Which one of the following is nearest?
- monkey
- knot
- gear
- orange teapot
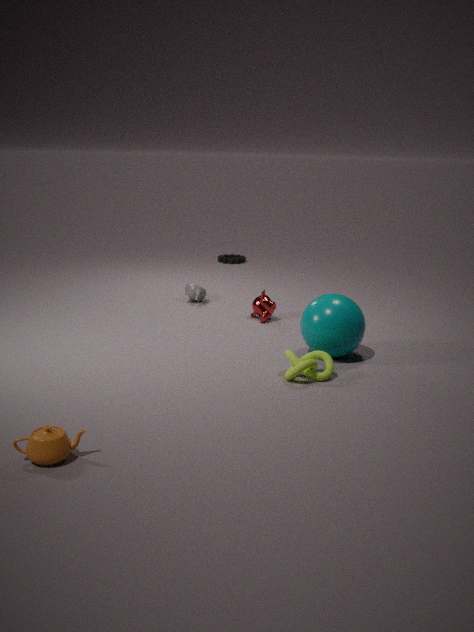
orange teapot
